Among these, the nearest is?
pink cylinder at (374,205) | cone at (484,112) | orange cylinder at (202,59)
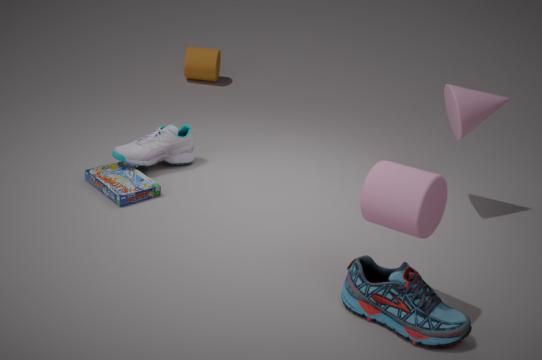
pink cylinder at (374,205)
